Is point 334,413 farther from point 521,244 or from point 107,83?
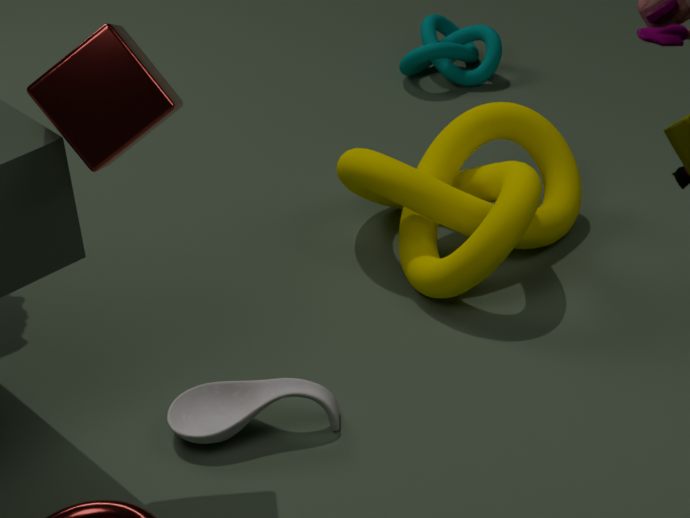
point 521,244
